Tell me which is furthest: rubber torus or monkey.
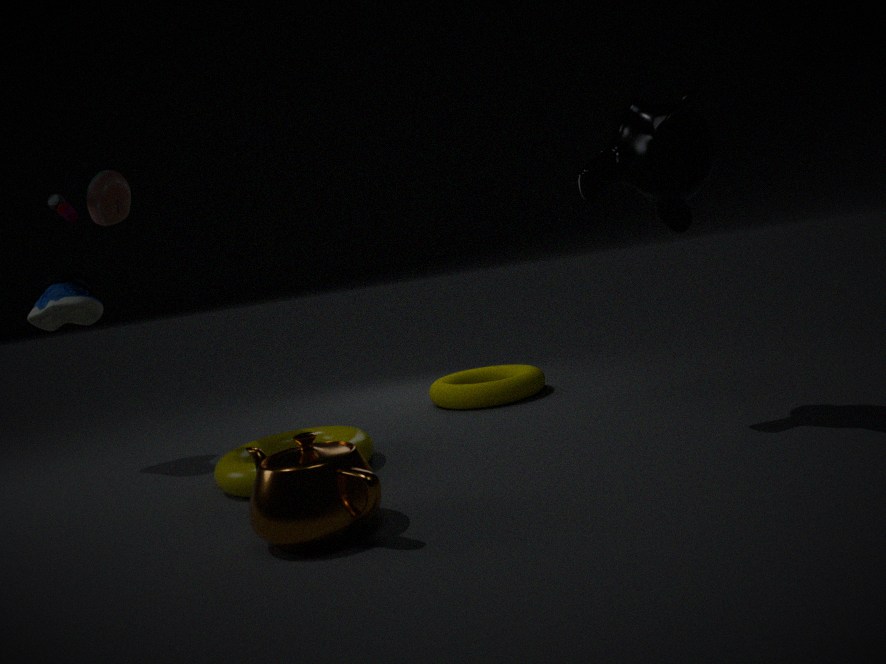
rubber torus
